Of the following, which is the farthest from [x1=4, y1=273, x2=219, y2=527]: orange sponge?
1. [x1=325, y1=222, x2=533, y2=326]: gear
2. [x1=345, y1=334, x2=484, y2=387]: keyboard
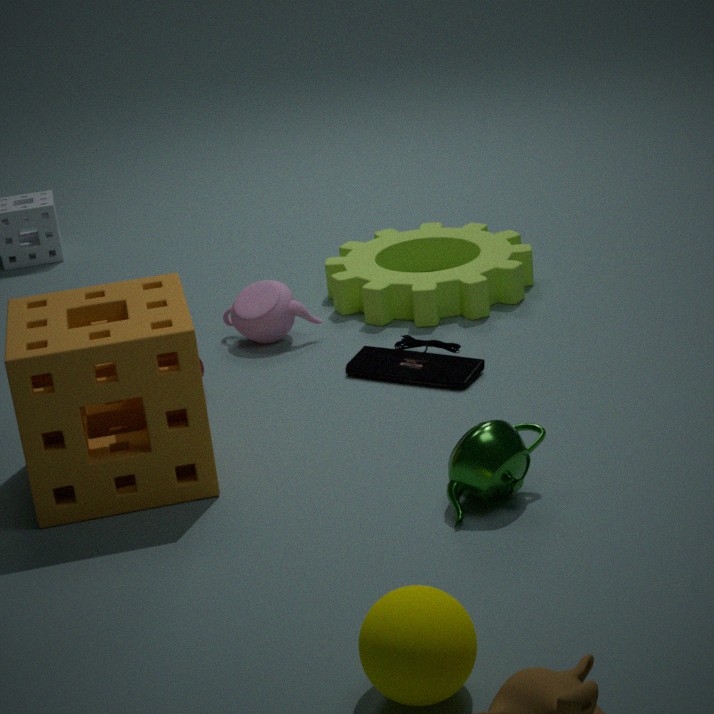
[x1=325, y1=222, x2=533, y2=326]: gear
